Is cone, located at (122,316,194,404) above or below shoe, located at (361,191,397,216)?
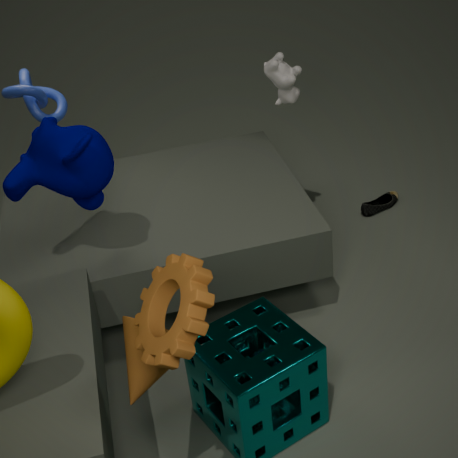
above
